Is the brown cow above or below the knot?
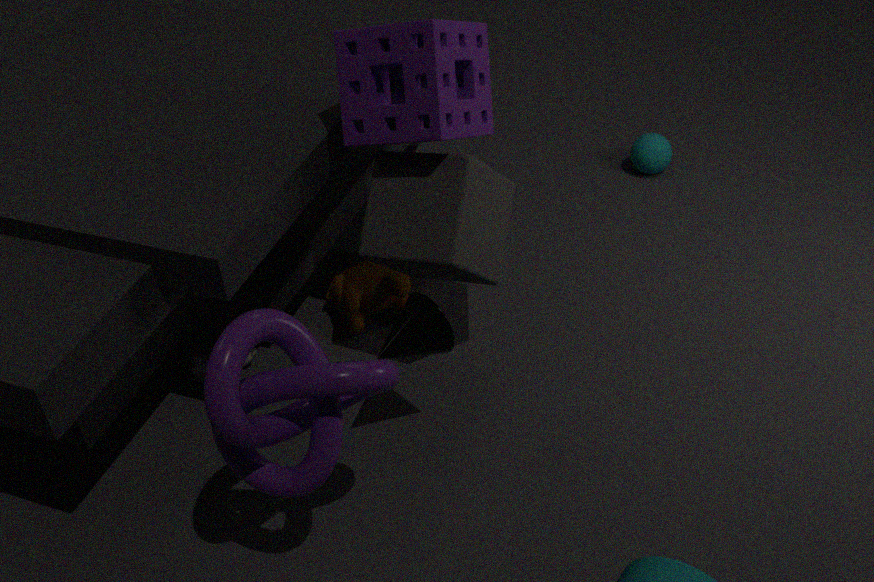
below
